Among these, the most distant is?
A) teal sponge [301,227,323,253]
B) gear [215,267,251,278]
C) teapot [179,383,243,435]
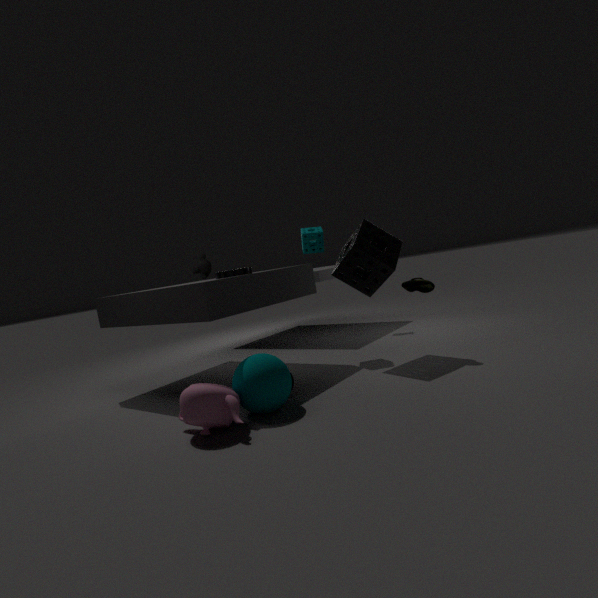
teal sponge [301,227,323,253]
